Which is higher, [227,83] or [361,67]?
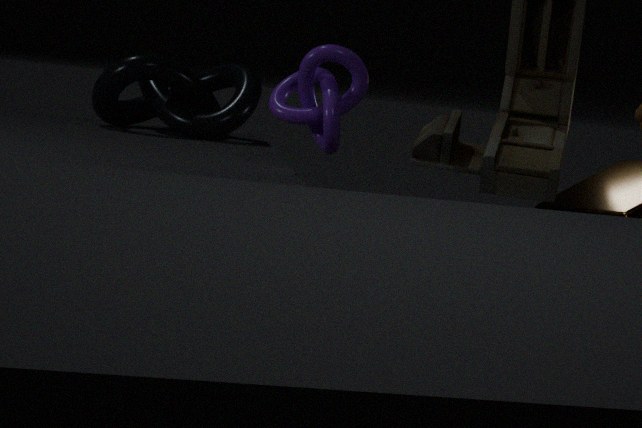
[361,67]
